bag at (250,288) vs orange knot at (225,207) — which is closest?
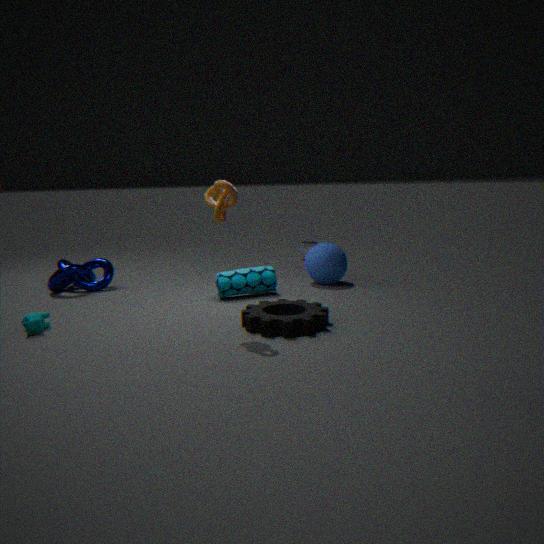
orange knot at (225,207)
